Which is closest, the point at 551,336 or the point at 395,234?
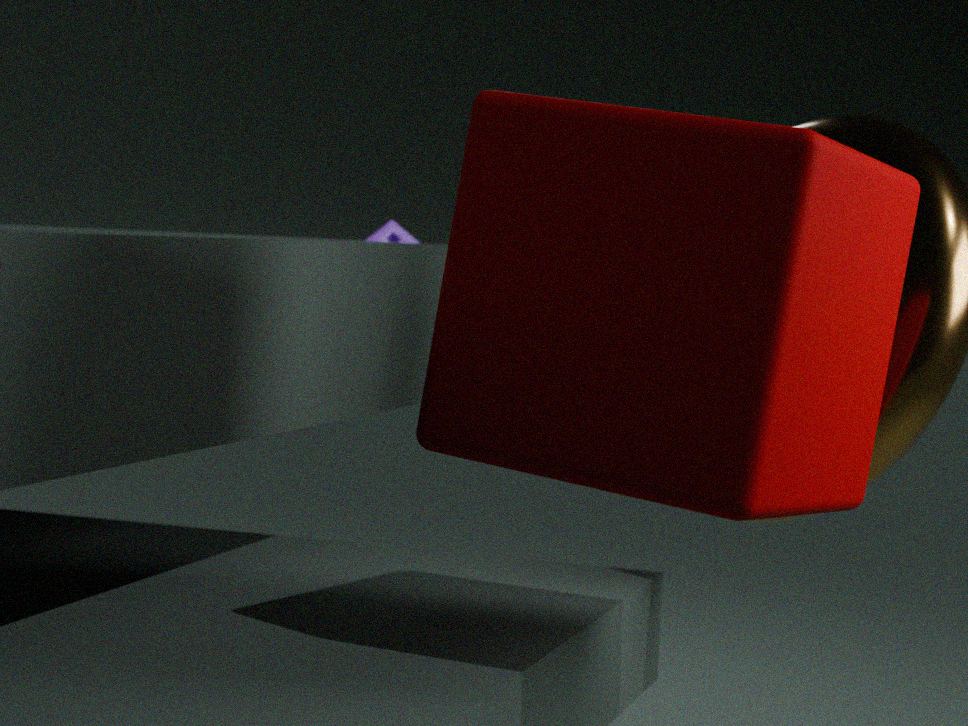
the point at 551,336
